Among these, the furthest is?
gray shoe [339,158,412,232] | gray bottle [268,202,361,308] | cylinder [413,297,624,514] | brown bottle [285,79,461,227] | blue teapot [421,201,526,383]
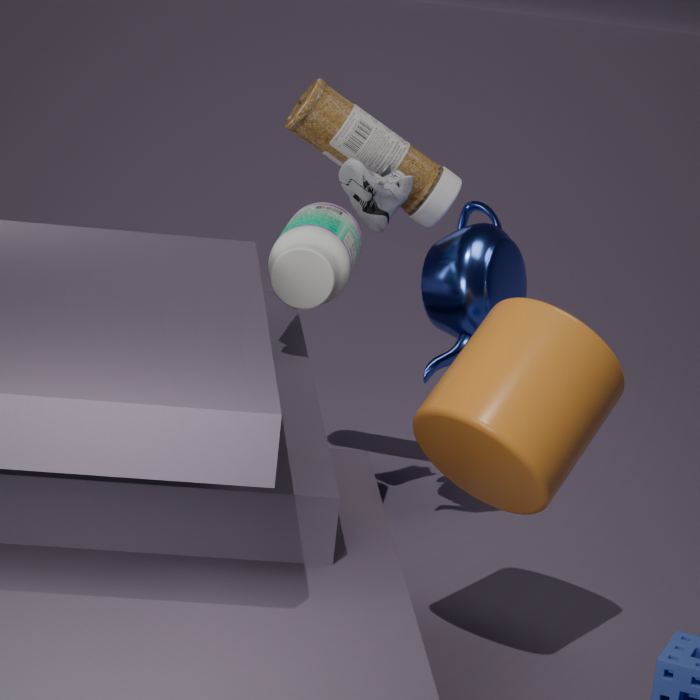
brown bottle [285,79,461,227]
